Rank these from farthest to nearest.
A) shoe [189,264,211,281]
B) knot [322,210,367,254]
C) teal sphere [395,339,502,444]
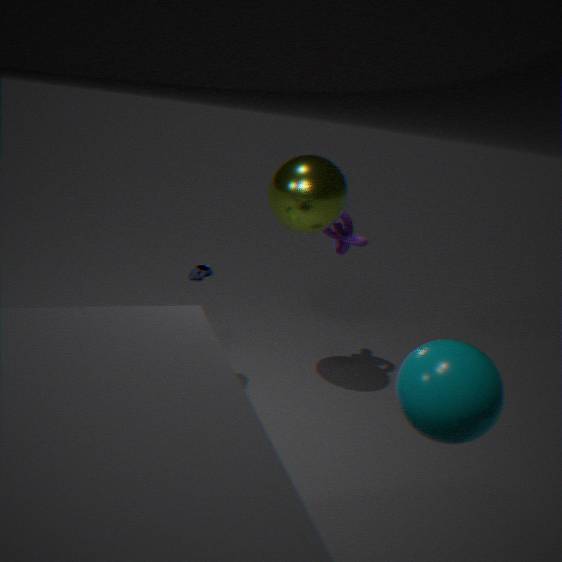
knot [322,210,367,254] < shoe [189,264,211,281] < teal sphere [395,339,502,444]
